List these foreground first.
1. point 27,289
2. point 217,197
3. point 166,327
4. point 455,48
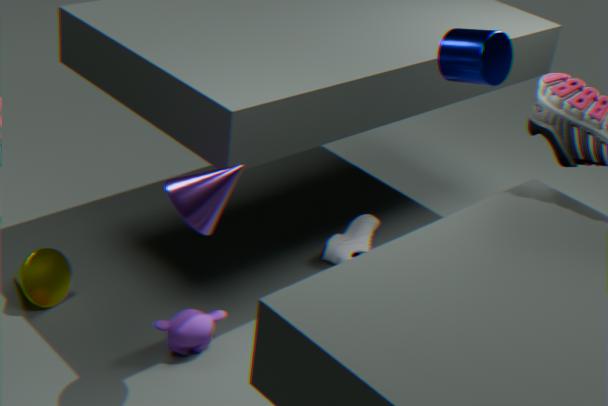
point 217,197, point 455,48, point 166,327, point 27,289
